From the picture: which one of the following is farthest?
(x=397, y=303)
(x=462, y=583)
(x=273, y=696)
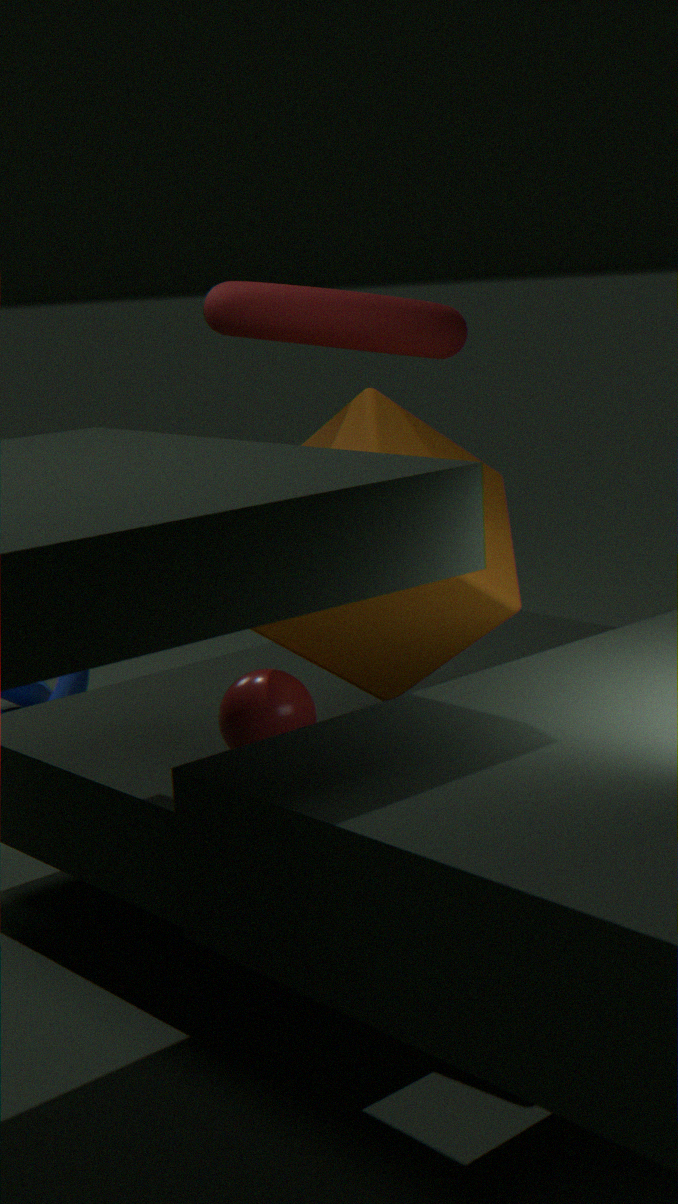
(x=397, y=303)
